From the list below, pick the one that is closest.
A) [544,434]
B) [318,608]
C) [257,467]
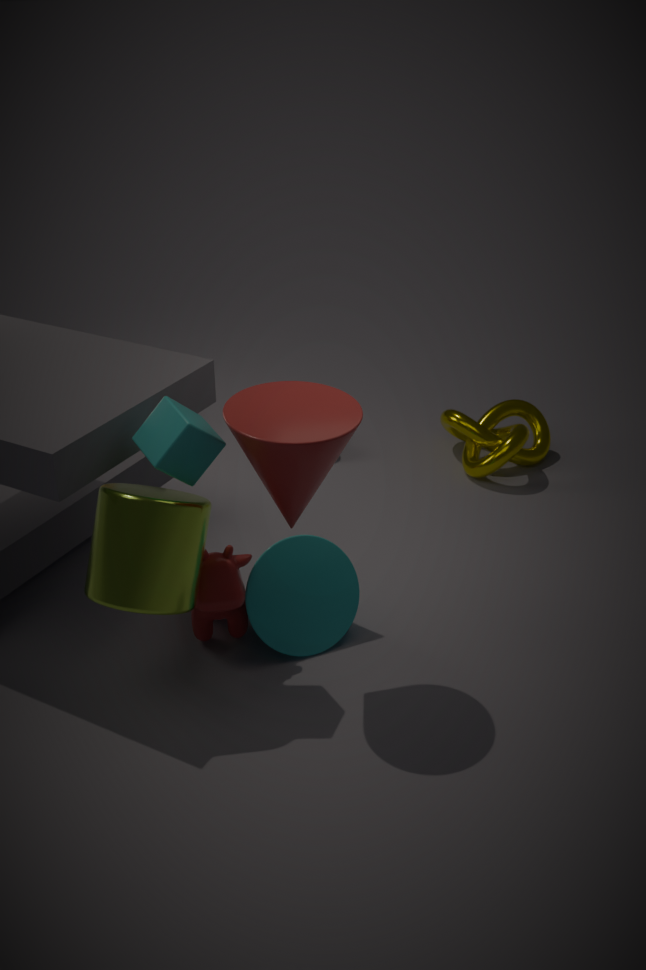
C. [257,467]
